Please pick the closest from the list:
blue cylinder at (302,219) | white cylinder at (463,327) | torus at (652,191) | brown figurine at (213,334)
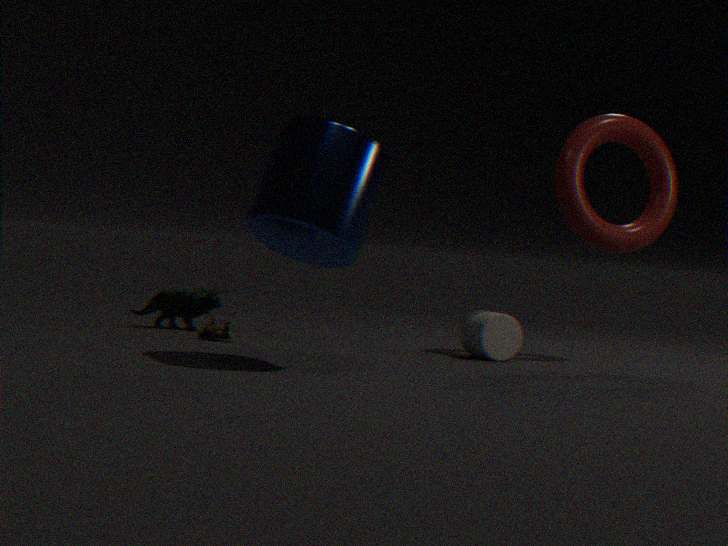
blue cylinder at (302,219)
